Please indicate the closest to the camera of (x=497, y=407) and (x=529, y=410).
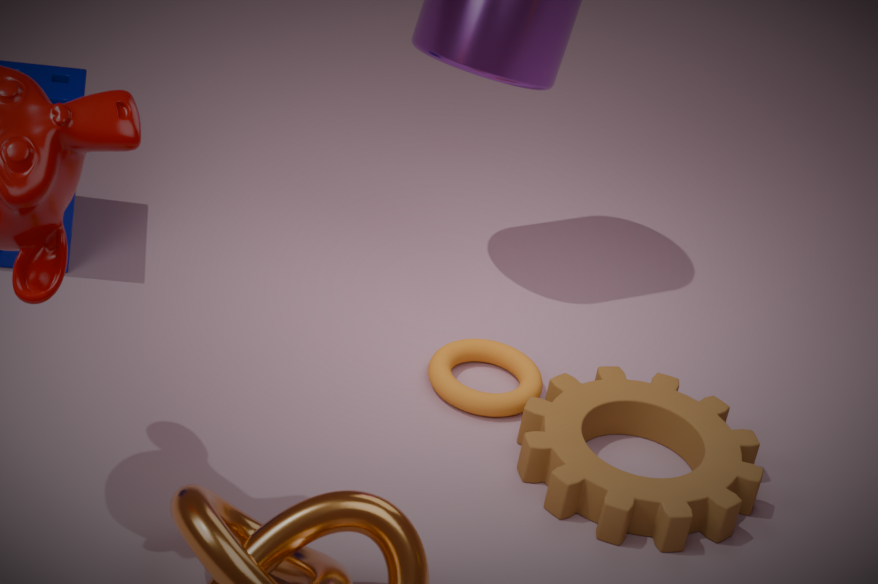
(x=529, y=410)
